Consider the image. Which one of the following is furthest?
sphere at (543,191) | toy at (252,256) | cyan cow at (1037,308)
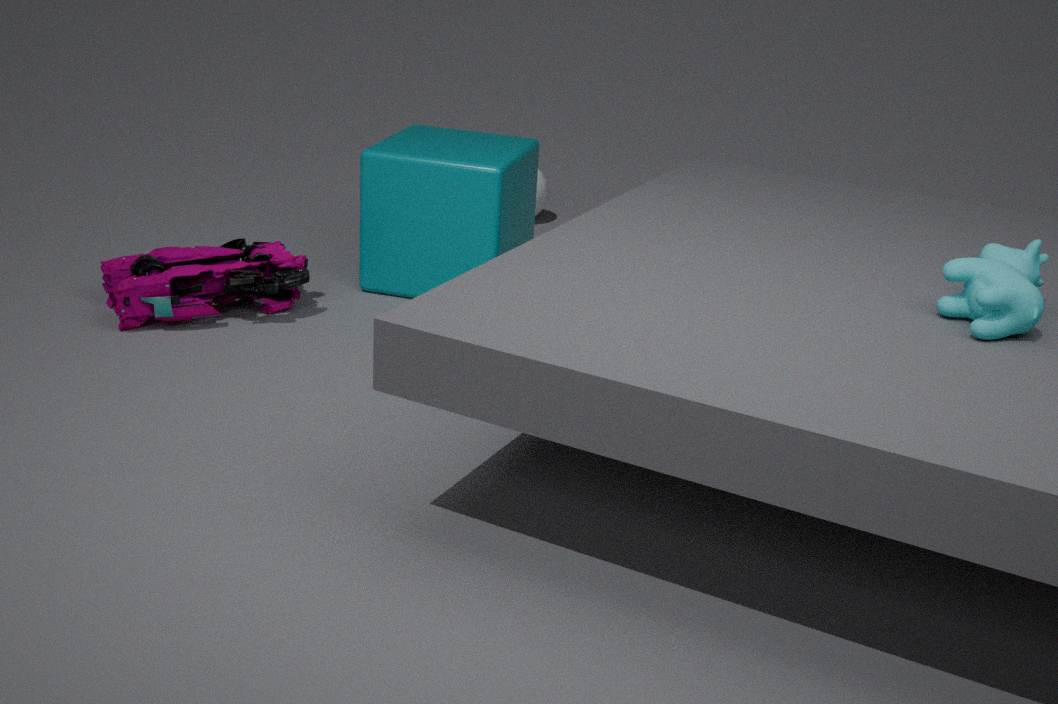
sphere at (543,191)
